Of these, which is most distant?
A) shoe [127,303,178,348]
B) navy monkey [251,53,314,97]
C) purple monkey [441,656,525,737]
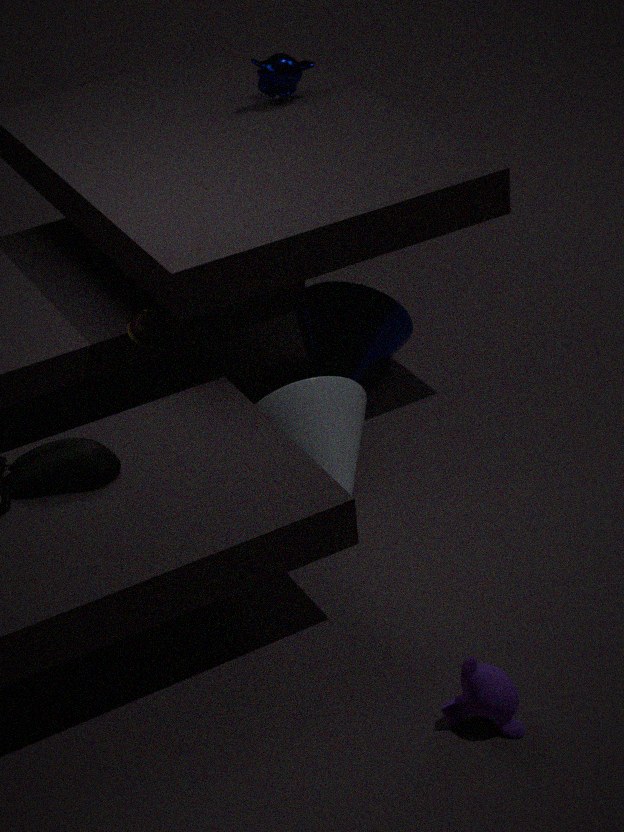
navy monkey [251,53,314,97]
